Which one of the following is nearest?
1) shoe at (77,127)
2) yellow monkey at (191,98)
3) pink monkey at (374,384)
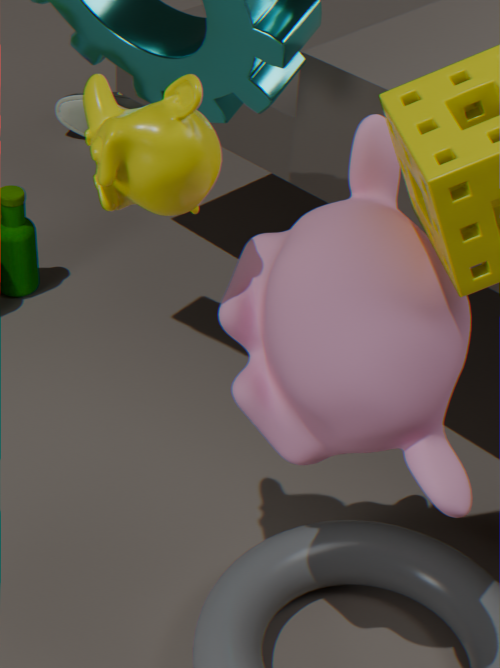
2. yellow monkey at (191,98)
